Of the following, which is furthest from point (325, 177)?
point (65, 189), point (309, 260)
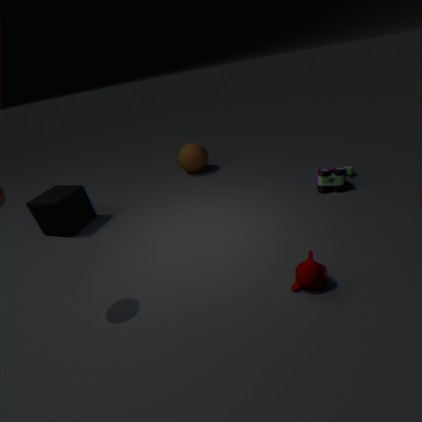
point (65, 189)
